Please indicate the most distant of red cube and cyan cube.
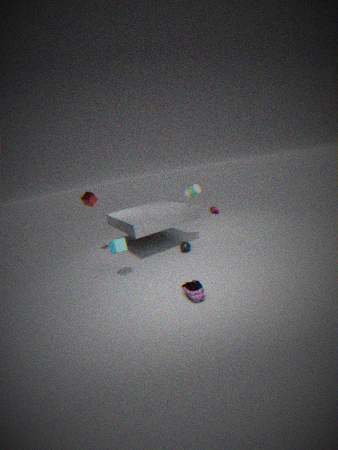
red cube
